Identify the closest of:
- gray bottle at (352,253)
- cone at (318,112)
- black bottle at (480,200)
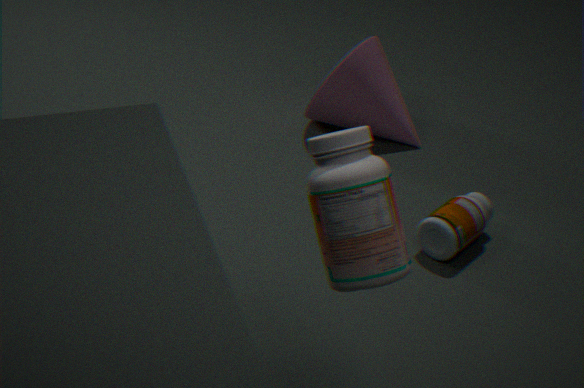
gray bottle at (352,253)
